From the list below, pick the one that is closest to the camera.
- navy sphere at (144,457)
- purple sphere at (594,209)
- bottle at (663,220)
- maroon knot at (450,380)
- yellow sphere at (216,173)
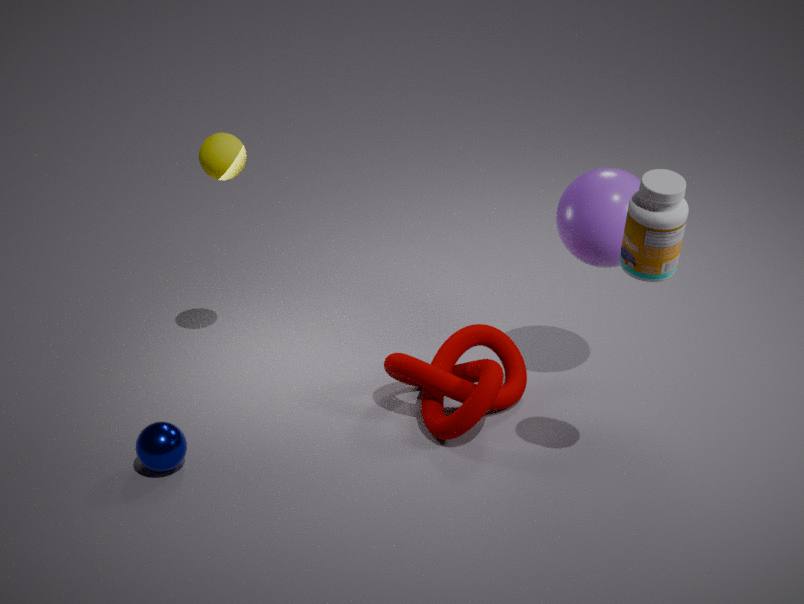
bottle at (663,220)
